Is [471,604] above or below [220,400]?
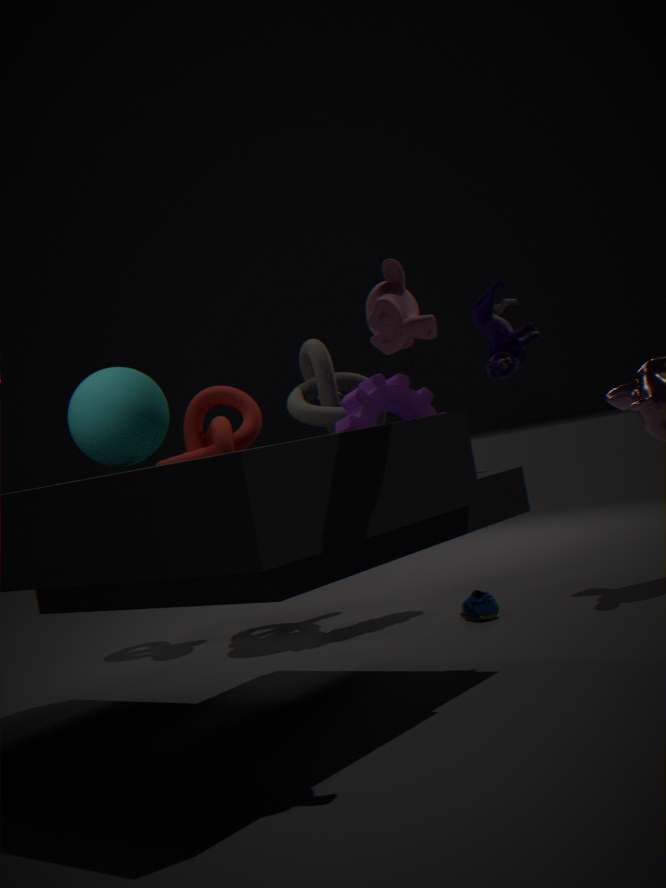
below
